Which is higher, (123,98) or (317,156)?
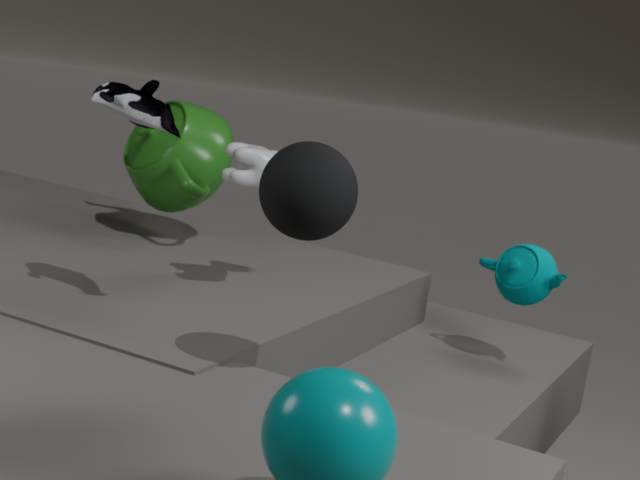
(123,98)
